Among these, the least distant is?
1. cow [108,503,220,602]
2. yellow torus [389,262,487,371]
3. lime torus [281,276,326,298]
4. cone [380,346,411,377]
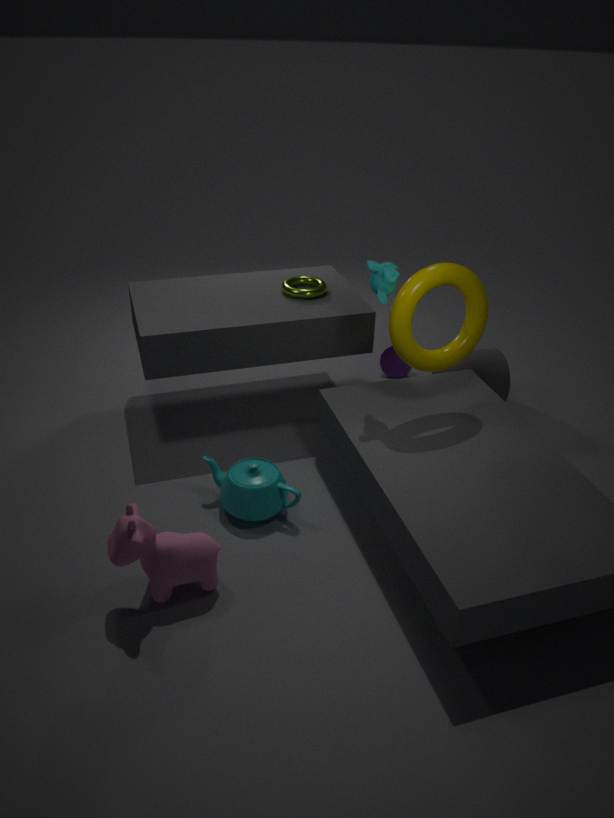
cow [108,503,220,602]
